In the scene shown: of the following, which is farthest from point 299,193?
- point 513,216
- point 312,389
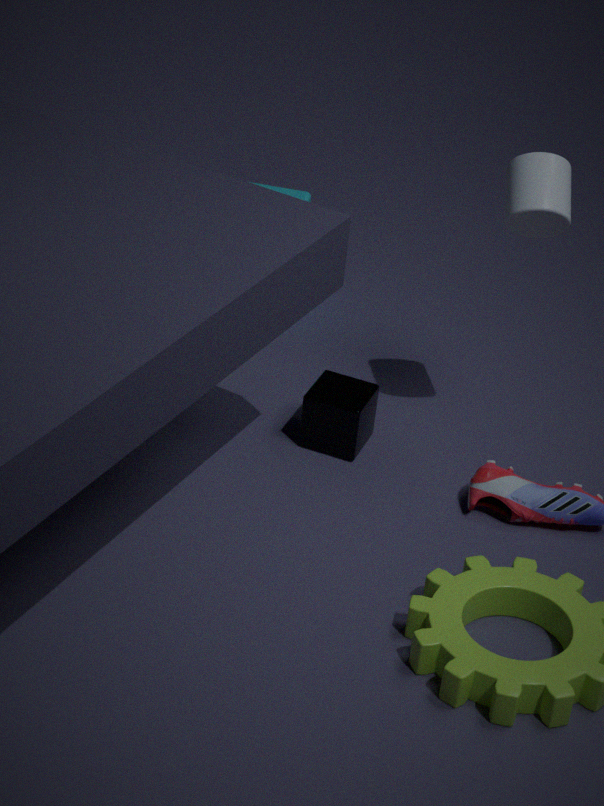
point 513,216
